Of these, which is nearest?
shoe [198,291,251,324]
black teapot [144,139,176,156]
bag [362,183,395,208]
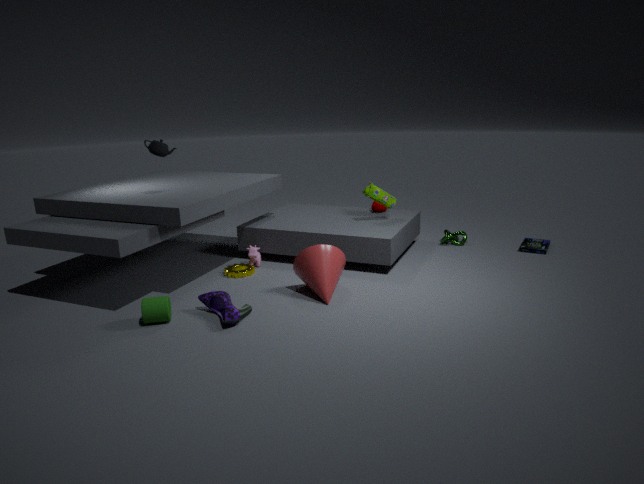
shoe [198,291,251,324]
